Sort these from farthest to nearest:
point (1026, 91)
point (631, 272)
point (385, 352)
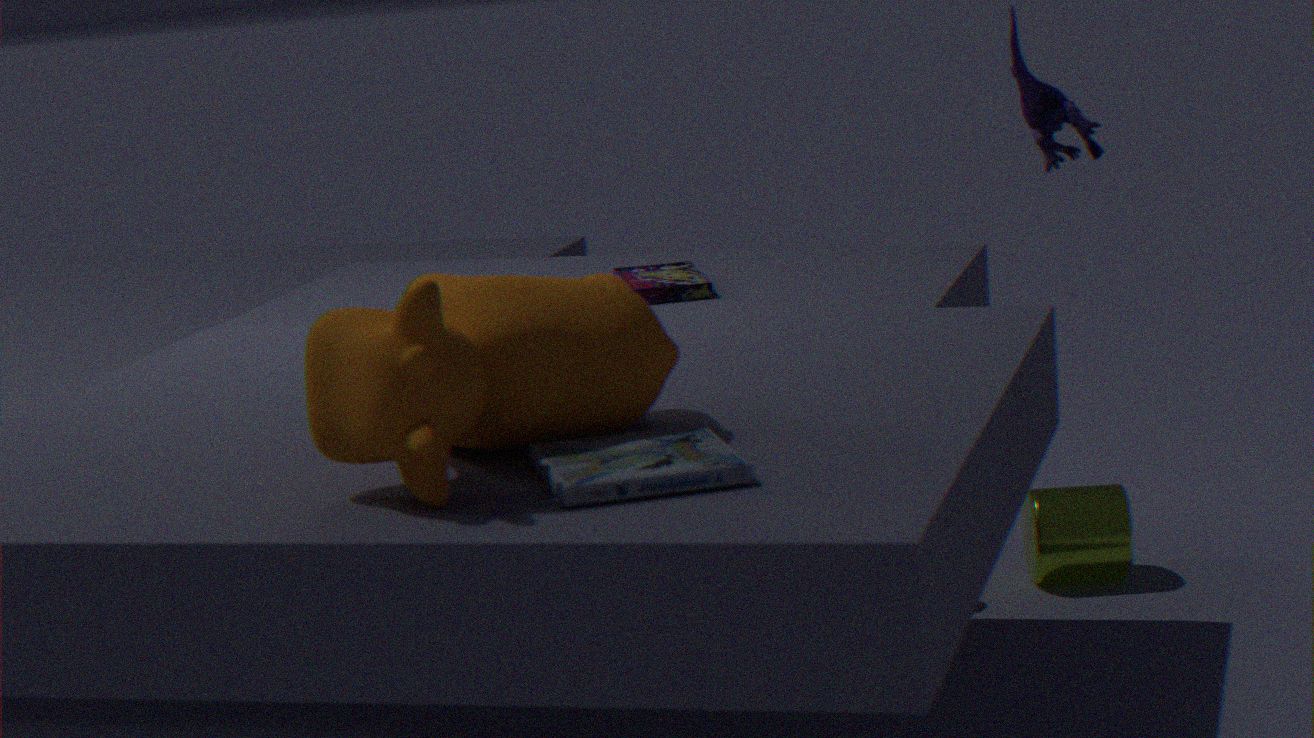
point (631, 272)
point (1026, 91)
point (385, 352)
